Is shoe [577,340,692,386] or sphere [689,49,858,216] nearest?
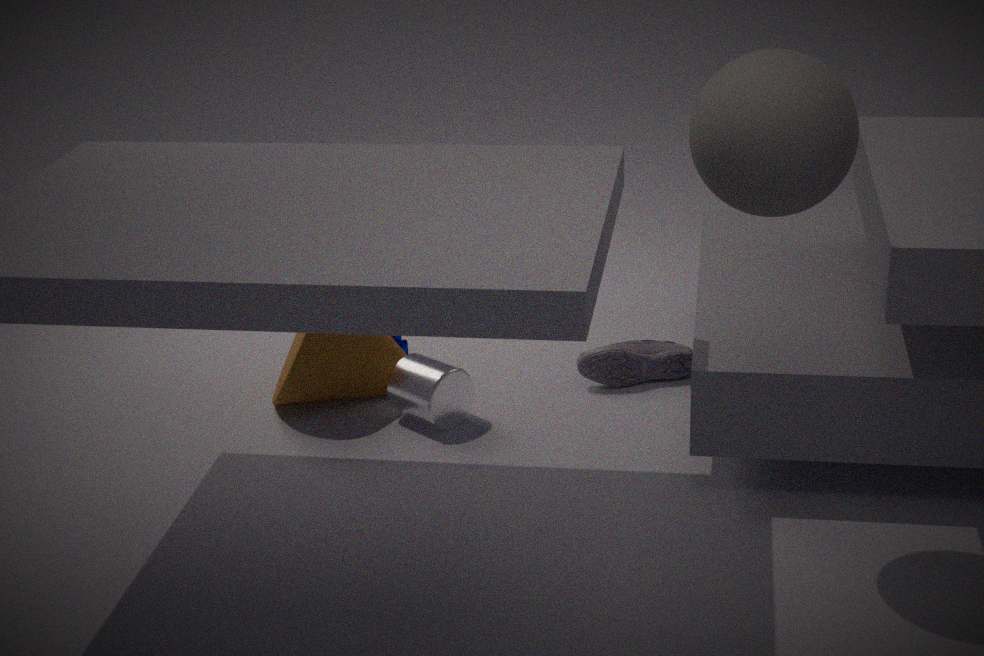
sphere [689,49,858,216]
